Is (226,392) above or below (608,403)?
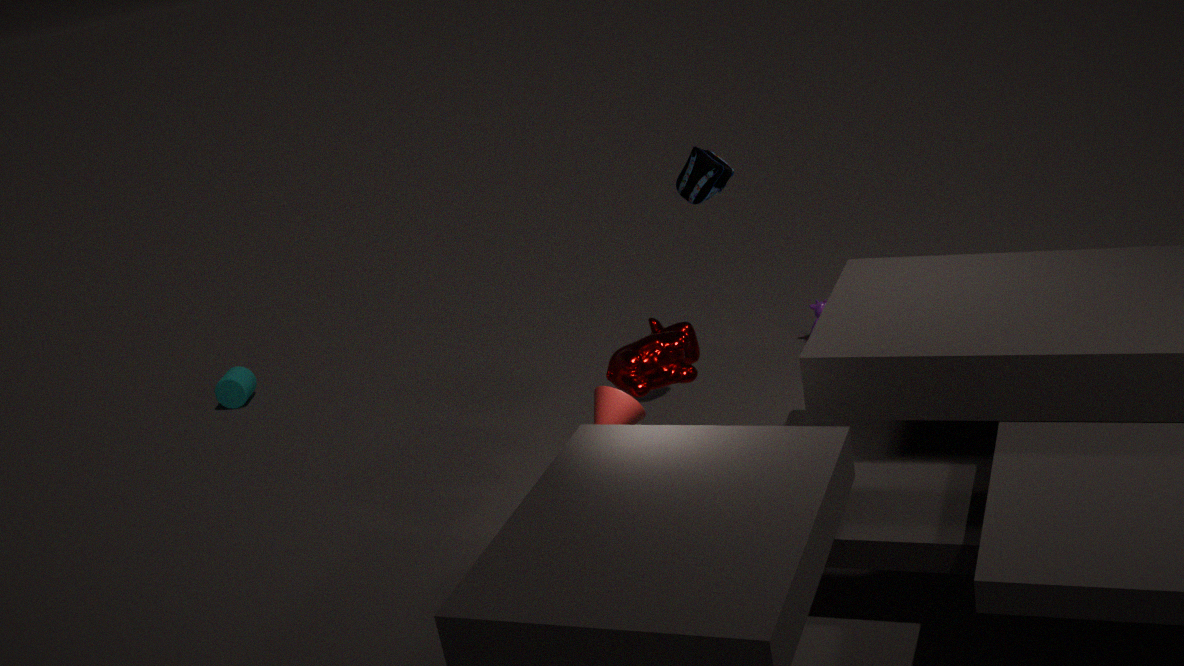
below
